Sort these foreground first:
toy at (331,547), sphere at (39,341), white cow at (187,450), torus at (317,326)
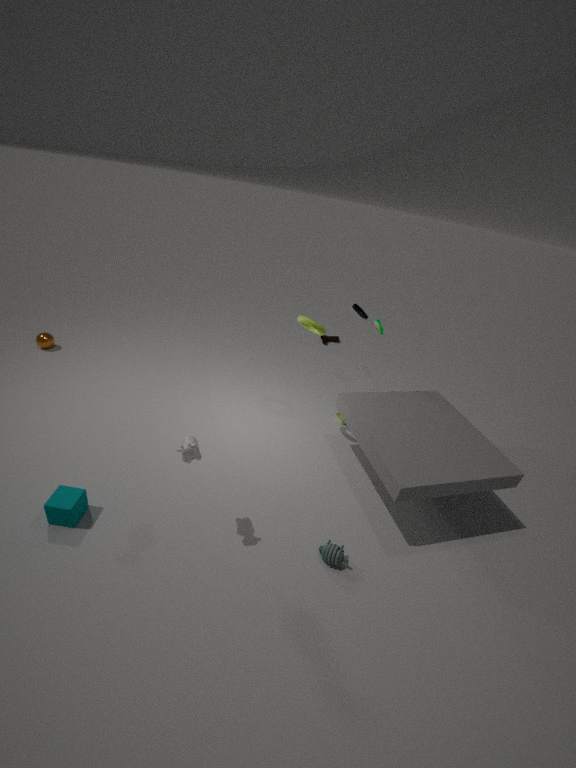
white cow at (187,450), toy at (331,547), torus at (317,326), sphere at (39,341)
